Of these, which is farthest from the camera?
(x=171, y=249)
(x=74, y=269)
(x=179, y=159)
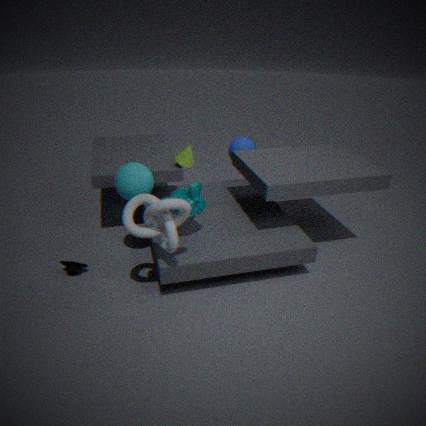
(x=179, y=159)
